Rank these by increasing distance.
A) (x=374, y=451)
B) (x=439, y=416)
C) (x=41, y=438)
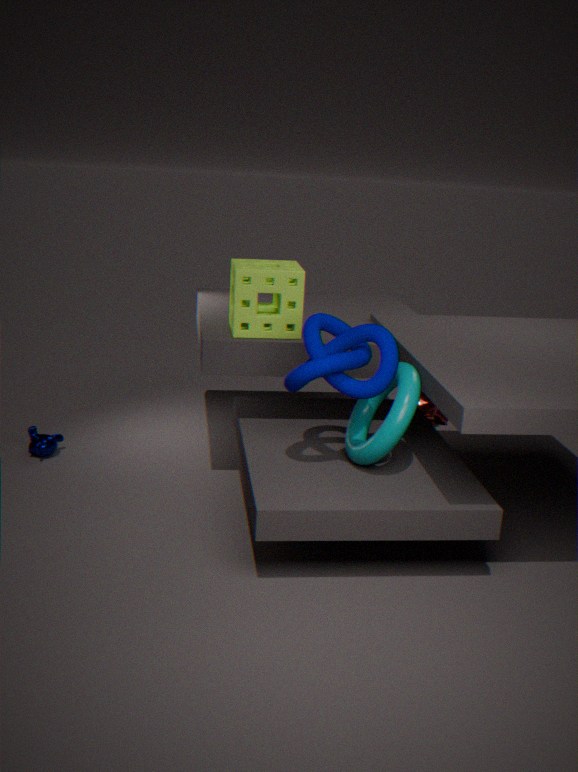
1. (x=374, y=451)
2. (x=41, y=438)
3. (x=439, y=416)
